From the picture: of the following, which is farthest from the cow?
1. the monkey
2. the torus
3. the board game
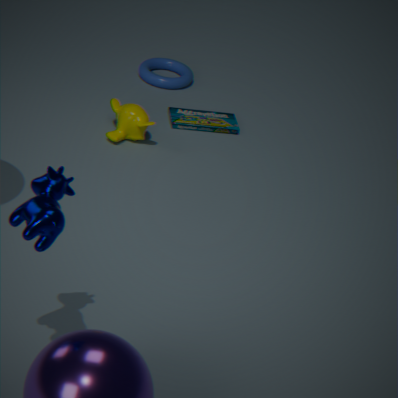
the torus
